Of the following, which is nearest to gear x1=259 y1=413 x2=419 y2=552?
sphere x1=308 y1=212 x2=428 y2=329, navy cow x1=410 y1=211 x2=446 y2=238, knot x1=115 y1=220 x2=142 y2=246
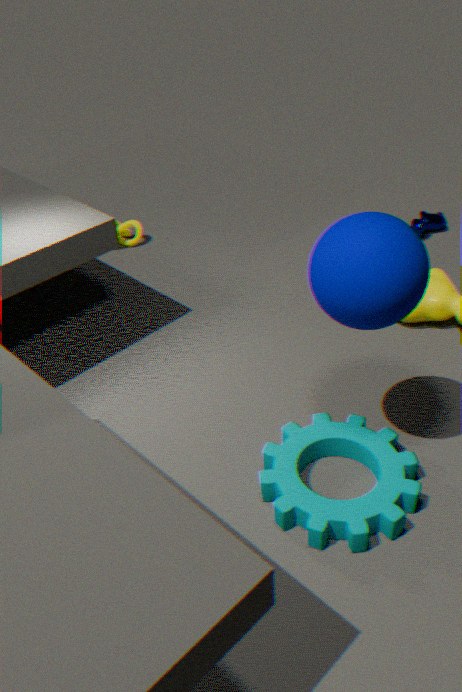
sphere x1=308 y1=212 x2=428 y2=329
